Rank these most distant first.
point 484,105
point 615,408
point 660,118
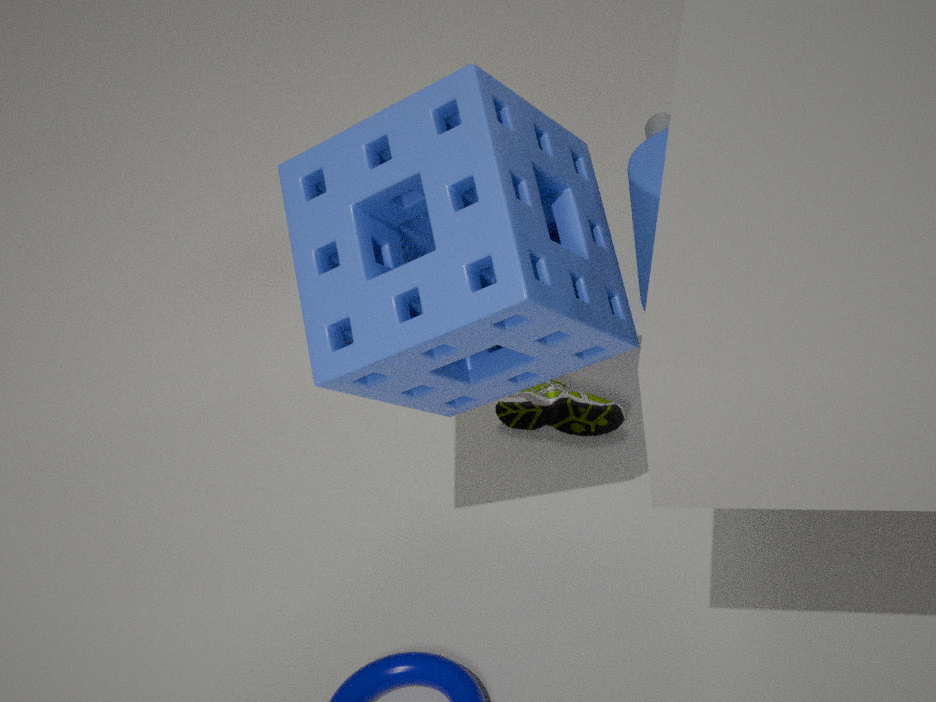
point 660,118
point 615,408
point 484,105
